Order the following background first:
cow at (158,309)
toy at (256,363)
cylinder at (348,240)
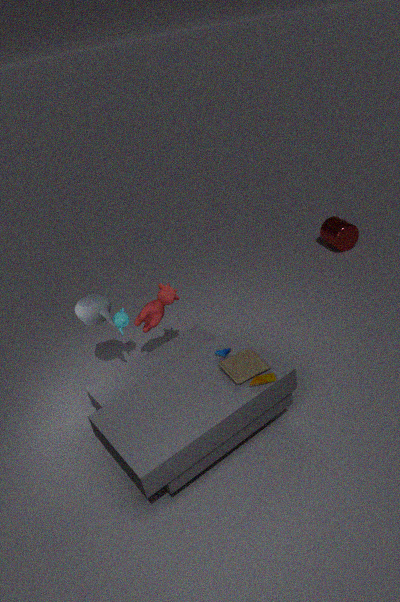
cylinder at (348,240), cow at (158,309), toy at (256,363)
